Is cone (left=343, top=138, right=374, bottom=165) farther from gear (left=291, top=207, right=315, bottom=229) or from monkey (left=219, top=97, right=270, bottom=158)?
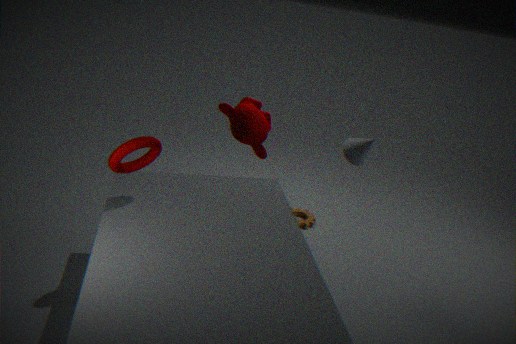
gear (left=291, top=207, right=315, bottom=229)
